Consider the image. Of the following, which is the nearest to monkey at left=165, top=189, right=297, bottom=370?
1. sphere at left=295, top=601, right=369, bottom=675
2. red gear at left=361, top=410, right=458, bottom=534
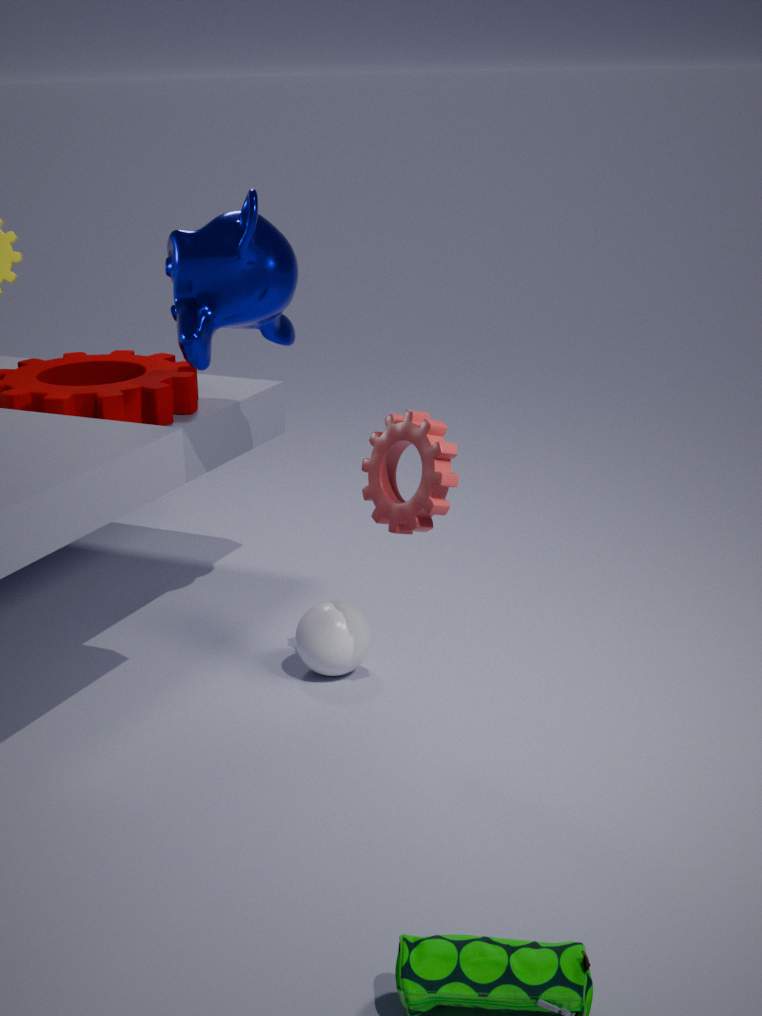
red gear at left=361, top=410, right=458, bottom=534
